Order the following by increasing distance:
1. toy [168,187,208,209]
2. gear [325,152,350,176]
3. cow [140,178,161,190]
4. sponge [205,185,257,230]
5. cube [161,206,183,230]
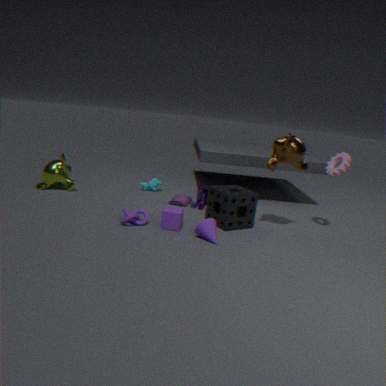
cube [161,206,183,230] < sponge [205,185,257,230] < gear [325,152,350,176] < toy [168,187,208,209] < cow [140,178,161,190]
